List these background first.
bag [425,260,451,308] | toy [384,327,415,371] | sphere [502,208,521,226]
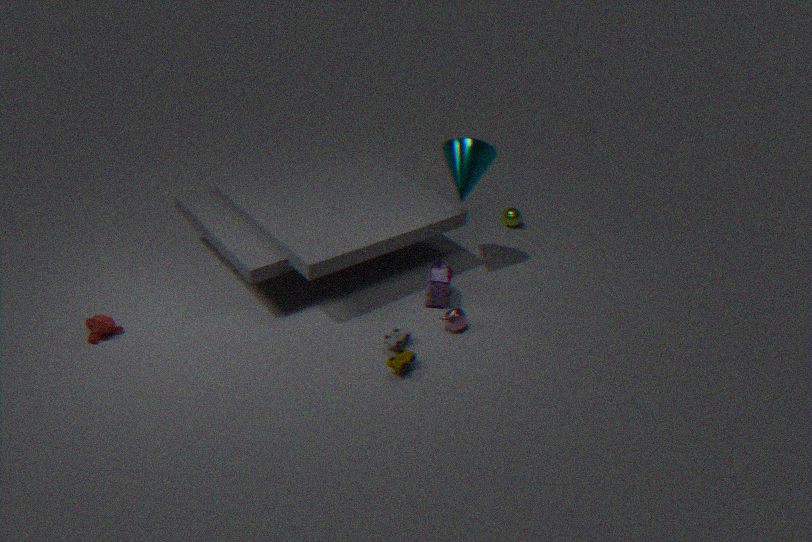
sphere [502,208,521,226]
bag [425,260,451,308]
toy [384,327,415,371]
